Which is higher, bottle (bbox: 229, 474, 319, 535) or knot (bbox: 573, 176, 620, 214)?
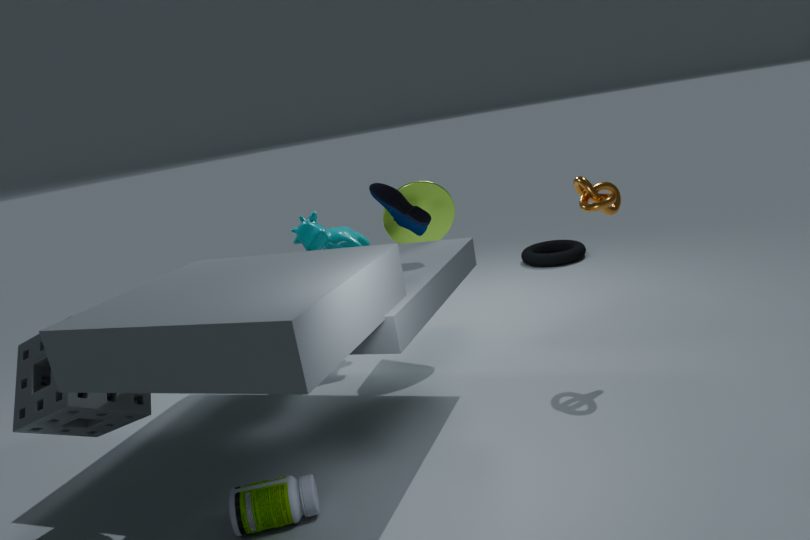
knot (bbox: 573, 176, 620, 214)
